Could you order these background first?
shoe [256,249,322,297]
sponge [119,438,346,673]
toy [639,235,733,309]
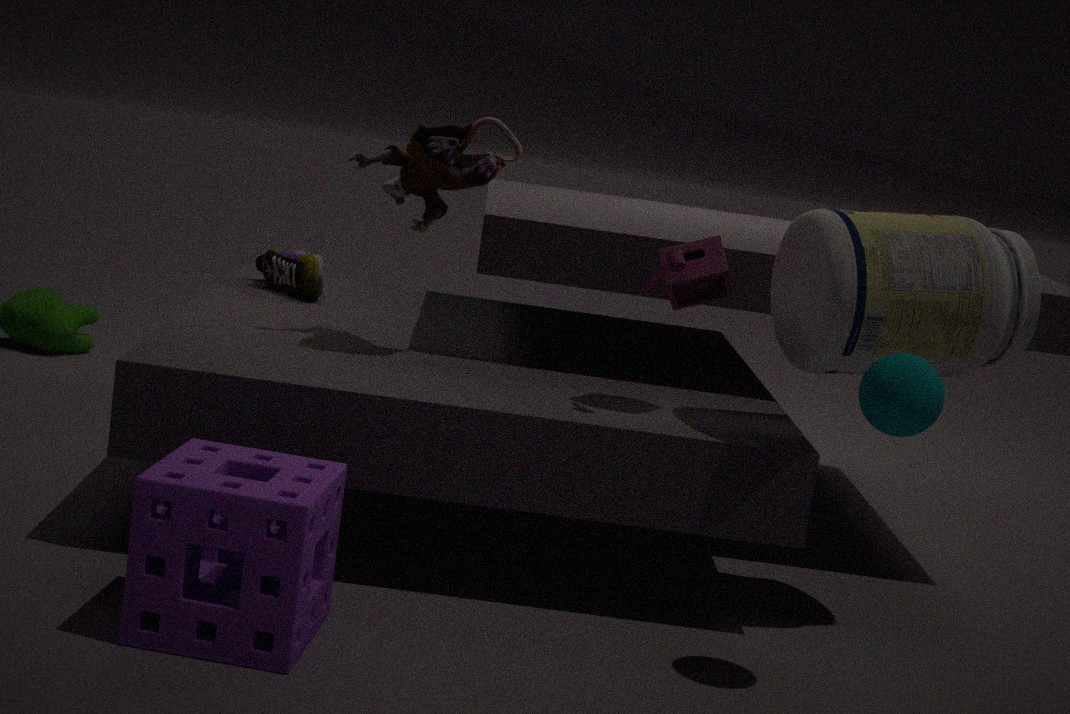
shoe [256,249,322,297] → toy [639,235,733,309] → sponge [119,438,346,673]
